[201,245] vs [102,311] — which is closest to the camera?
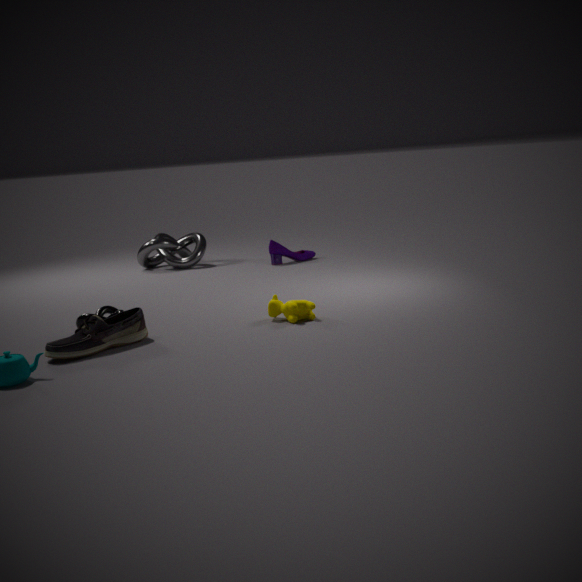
[102,311]
